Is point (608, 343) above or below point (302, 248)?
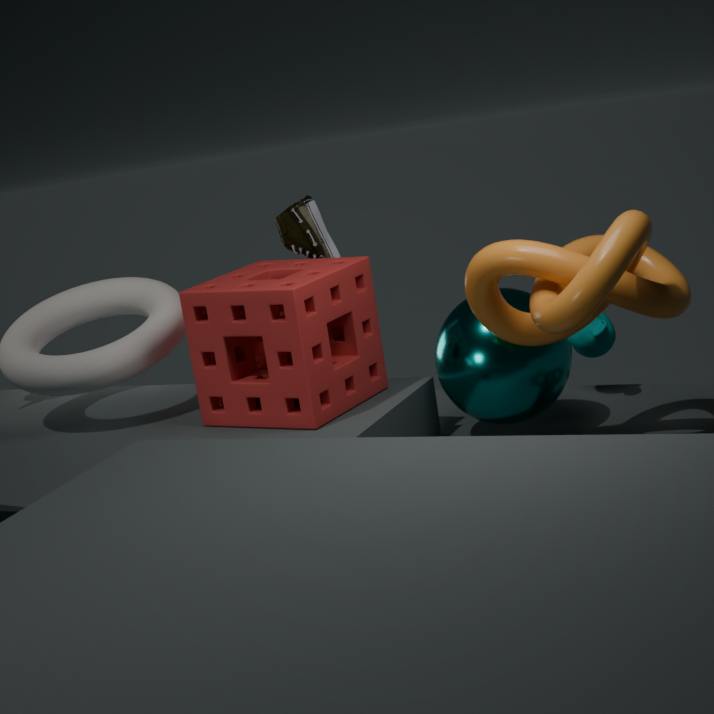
below
